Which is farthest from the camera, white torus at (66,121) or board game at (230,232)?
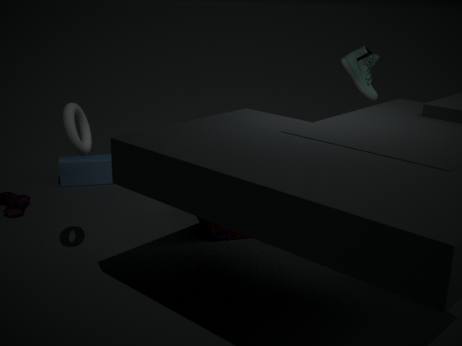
board game at (230,232)
